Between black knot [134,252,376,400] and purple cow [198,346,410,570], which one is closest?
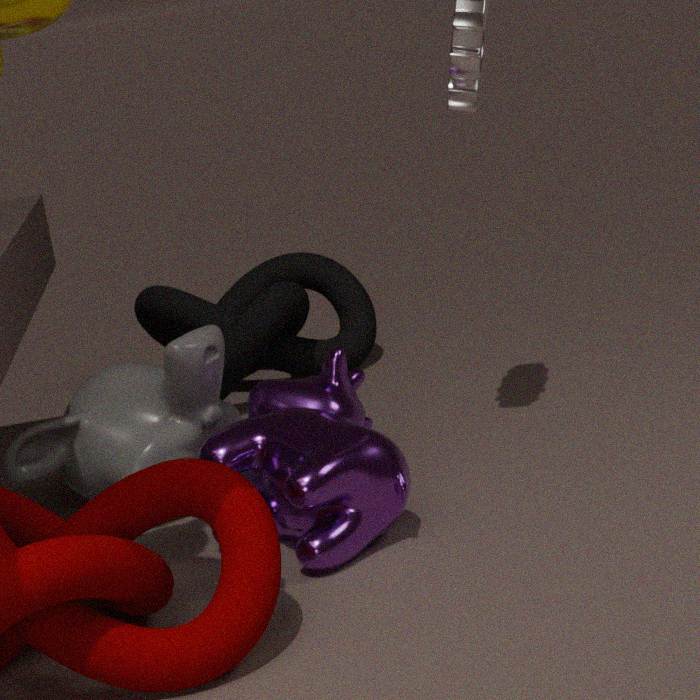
purple cow [198,346,410,570]
